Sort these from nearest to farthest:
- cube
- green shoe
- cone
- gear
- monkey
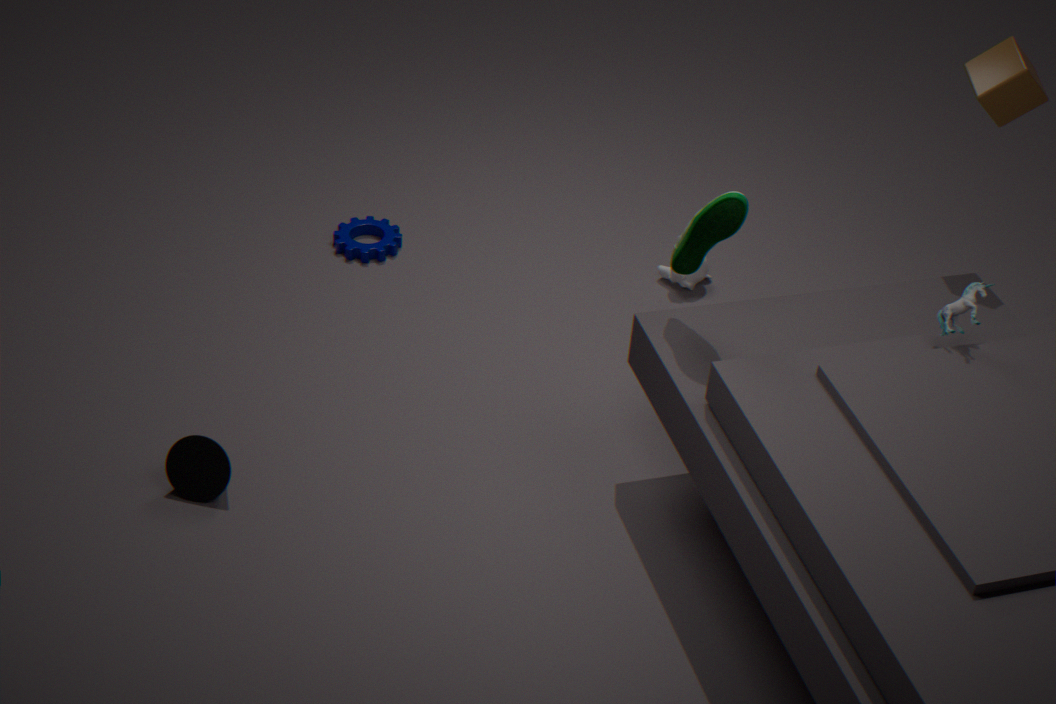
green shoe, cone, cube, monkey, gear
